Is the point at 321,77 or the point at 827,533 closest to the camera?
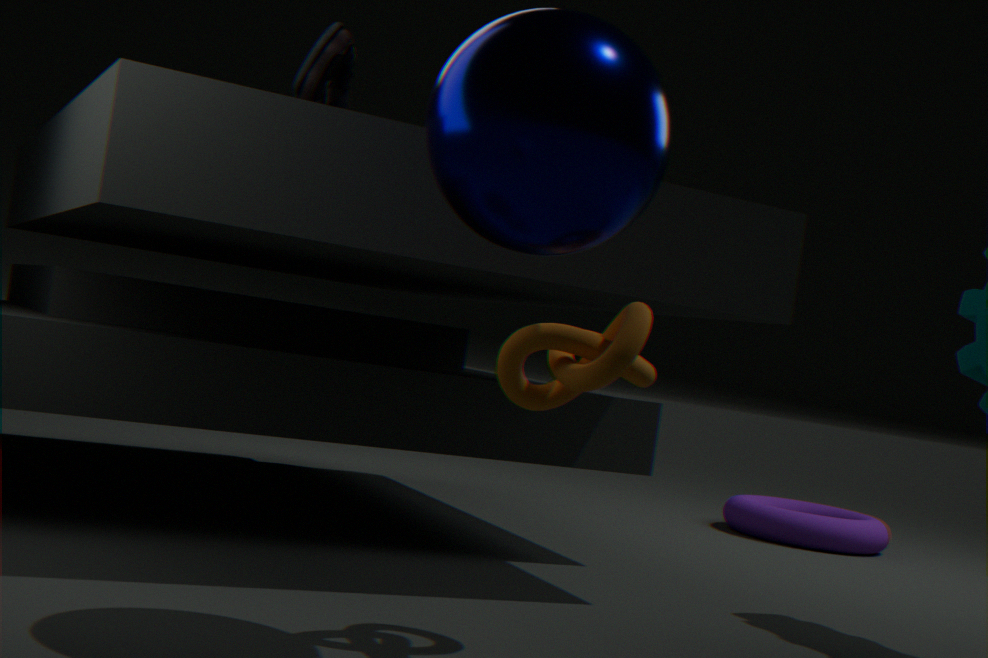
the point at 321,77
